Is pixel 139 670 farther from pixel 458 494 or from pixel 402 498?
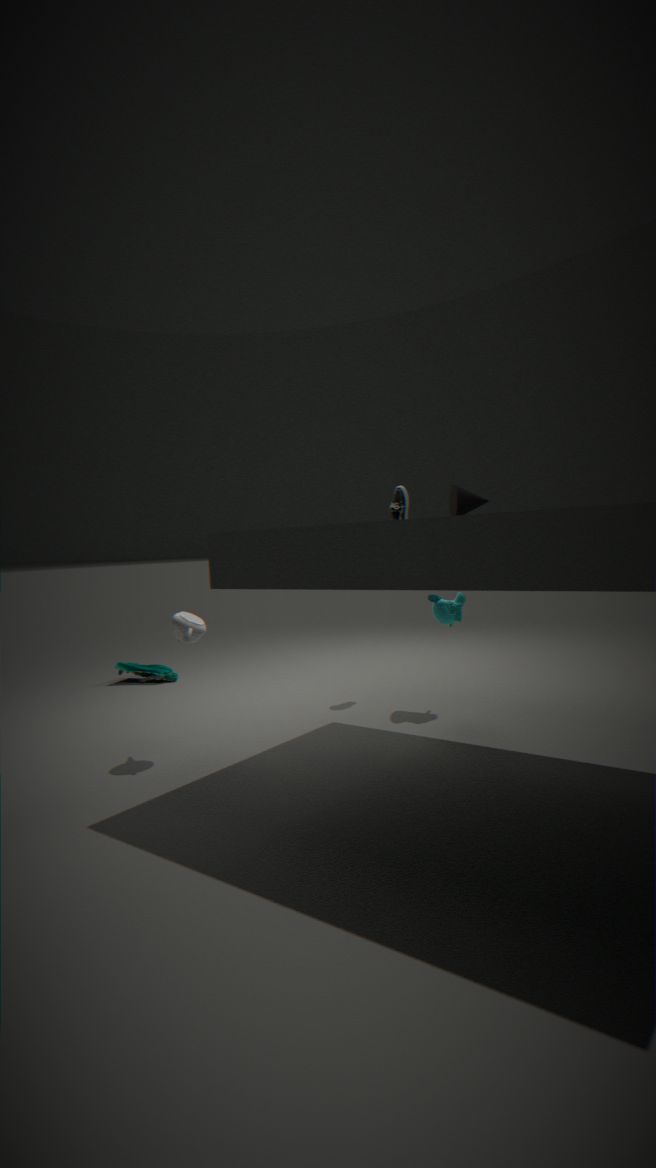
pixel 458 494
